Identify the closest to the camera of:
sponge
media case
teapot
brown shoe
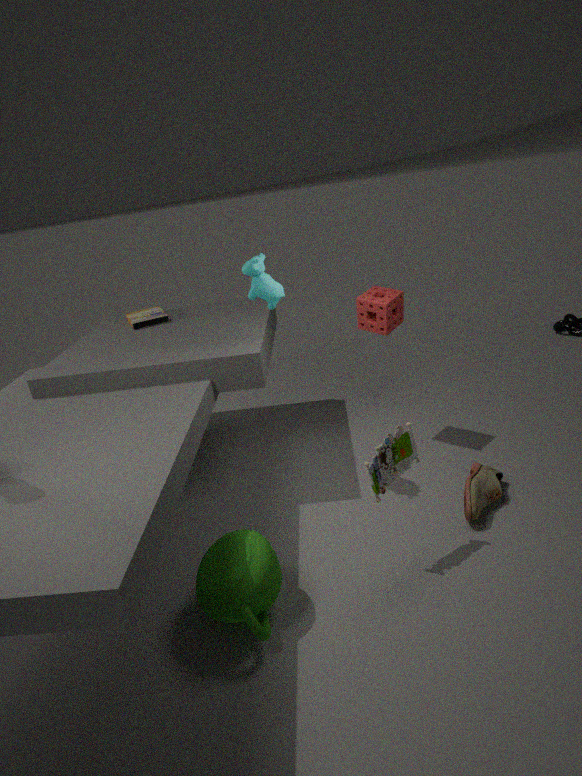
teapot
